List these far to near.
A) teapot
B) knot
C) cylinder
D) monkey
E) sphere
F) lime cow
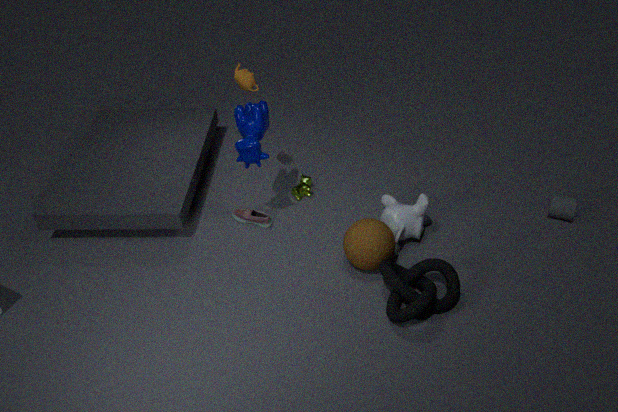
lime cow < cylinder < teapot < monkey < sphere < knot
